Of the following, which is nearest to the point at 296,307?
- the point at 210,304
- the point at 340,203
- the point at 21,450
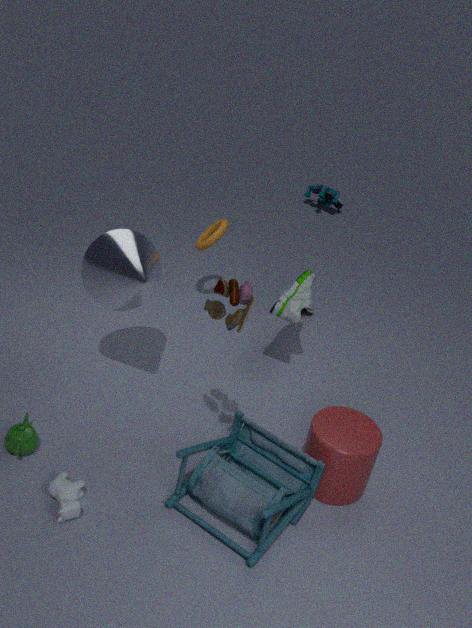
Answer: the point at 210,304
